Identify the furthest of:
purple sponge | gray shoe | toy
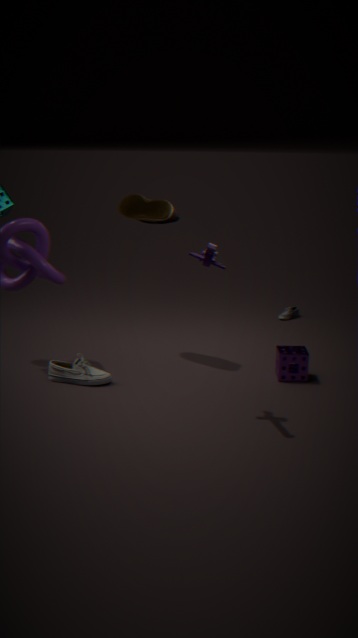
purple sponge
